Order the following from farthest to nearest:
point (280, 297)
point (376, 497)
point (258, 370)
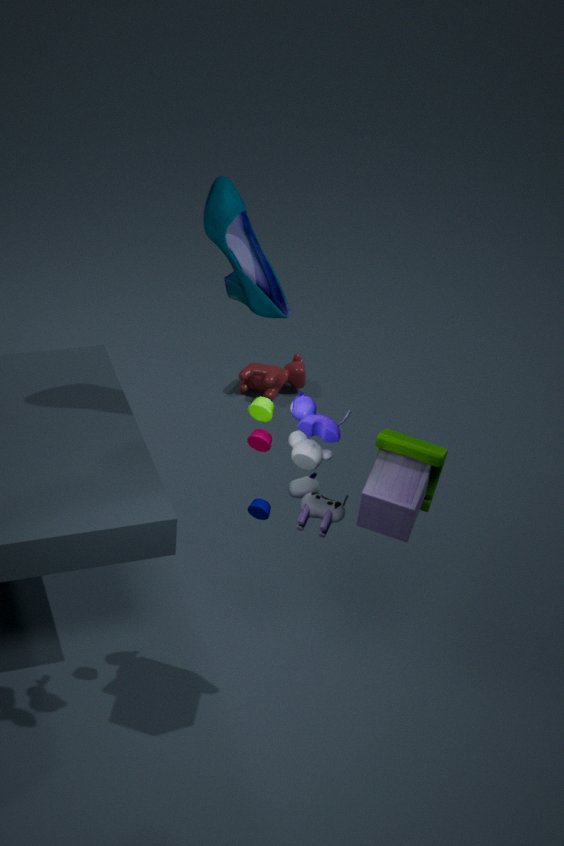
point (258, 370) → point (280, 297) → point (376, 497)
